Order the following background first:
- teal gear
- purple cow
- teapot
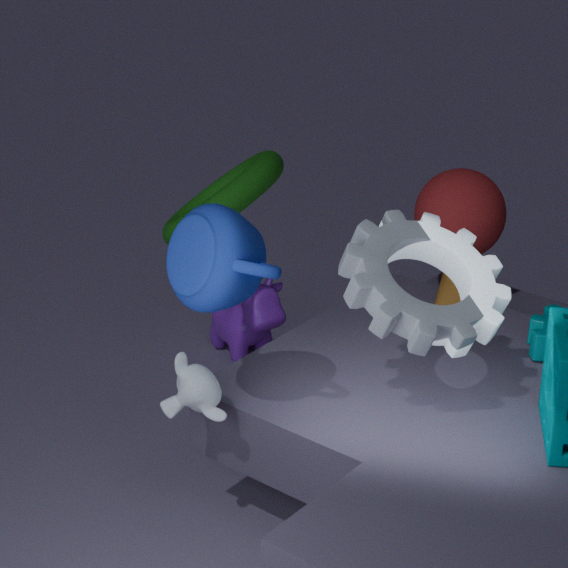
purple cow → teal gear → teapot
